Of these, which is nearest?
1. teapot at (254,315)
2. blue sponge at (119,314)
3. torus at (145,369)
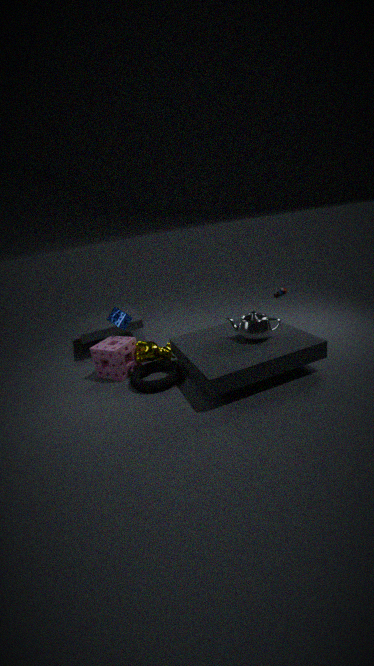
teapot at (254,315)
